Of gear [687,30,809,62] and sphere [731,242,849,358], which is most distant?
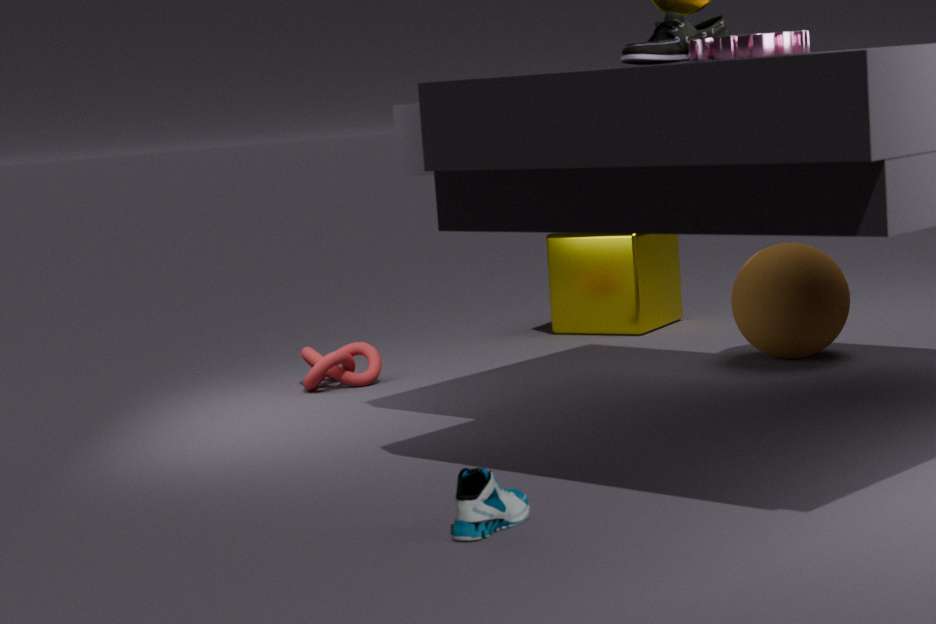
sphere [731,242,849,358]
